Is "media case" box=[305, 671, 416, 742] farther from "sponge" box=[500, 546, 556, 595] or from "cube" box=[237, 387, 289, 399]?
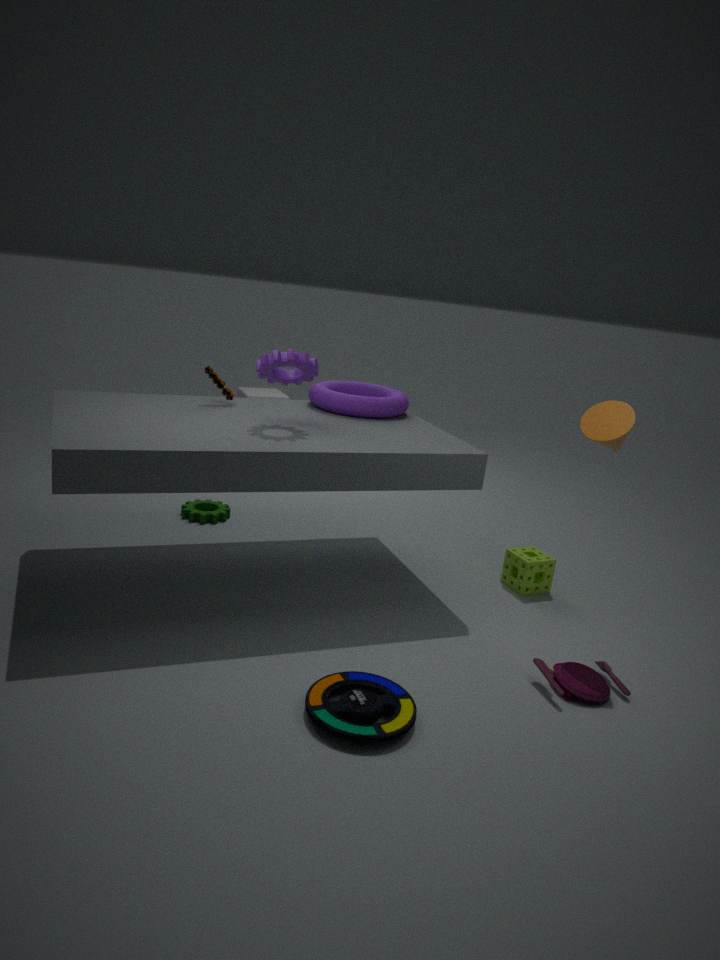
"cube" box=[237, 387, 289, 399]
